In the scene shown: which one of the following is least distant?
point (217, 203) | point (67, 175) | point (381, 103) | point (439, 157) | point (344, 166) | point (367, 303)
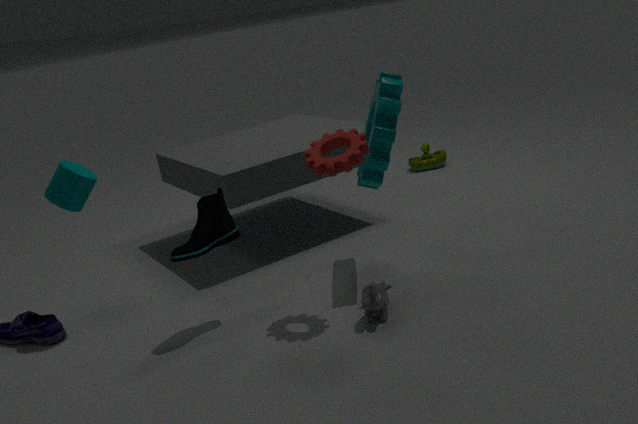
point (344, 166)
